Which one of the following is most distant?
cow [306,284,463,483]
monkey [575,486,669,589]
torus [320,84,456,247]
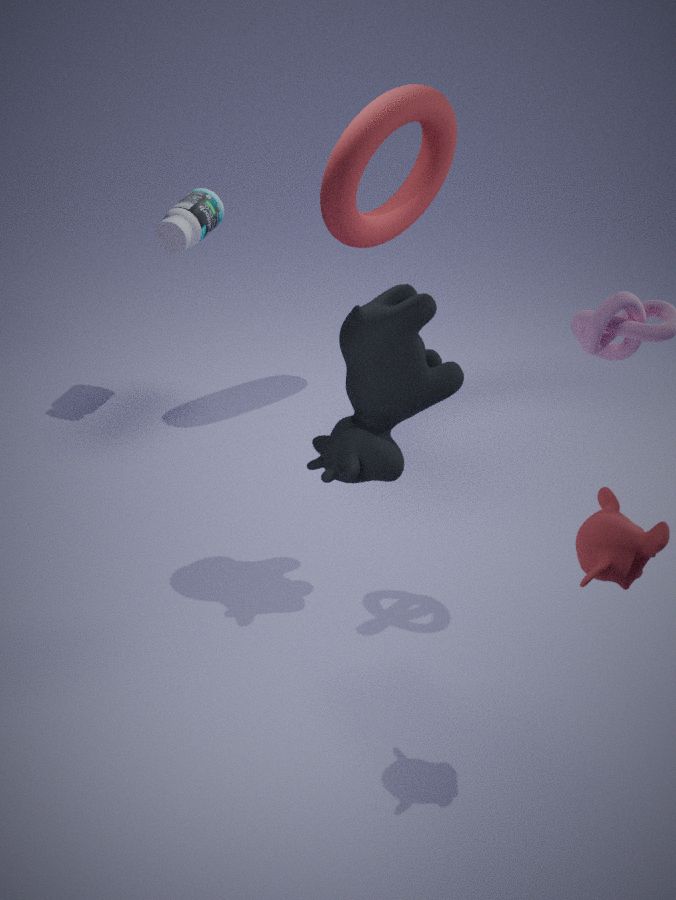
torus [320,84,456,247]
